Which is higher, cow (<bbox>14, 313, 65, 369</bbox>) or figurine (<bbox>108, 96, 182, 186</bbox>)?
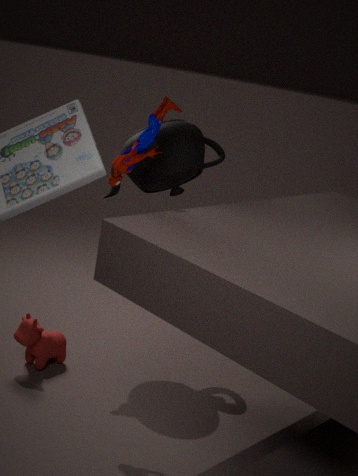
figurine (<bbox>108, 96, 182, 186</bbox>)
